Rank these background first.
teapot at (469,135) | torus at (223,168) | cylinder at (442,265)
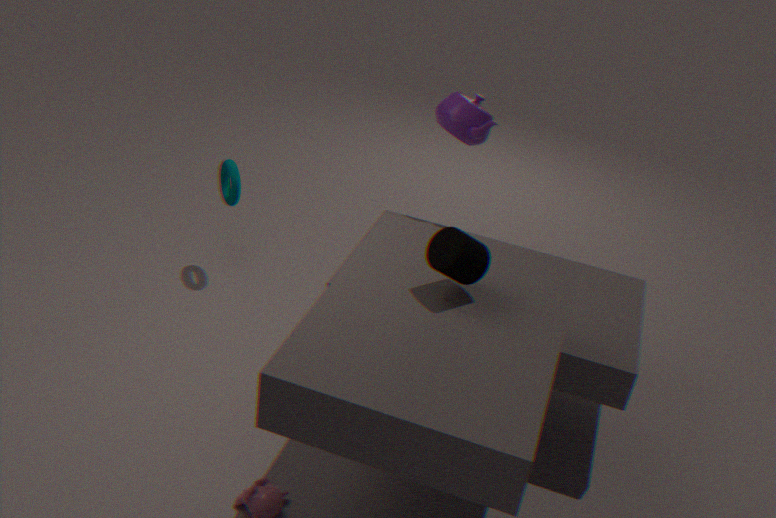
1. torus at (223,168)
2. teapot at (469,135)
3. cylinder at (442,265)
